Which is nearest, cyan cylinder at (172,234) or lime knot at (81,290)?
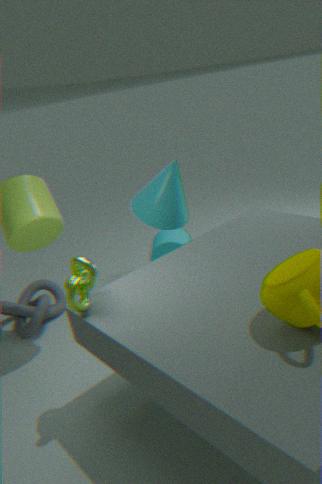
lime knot at (81,290)
